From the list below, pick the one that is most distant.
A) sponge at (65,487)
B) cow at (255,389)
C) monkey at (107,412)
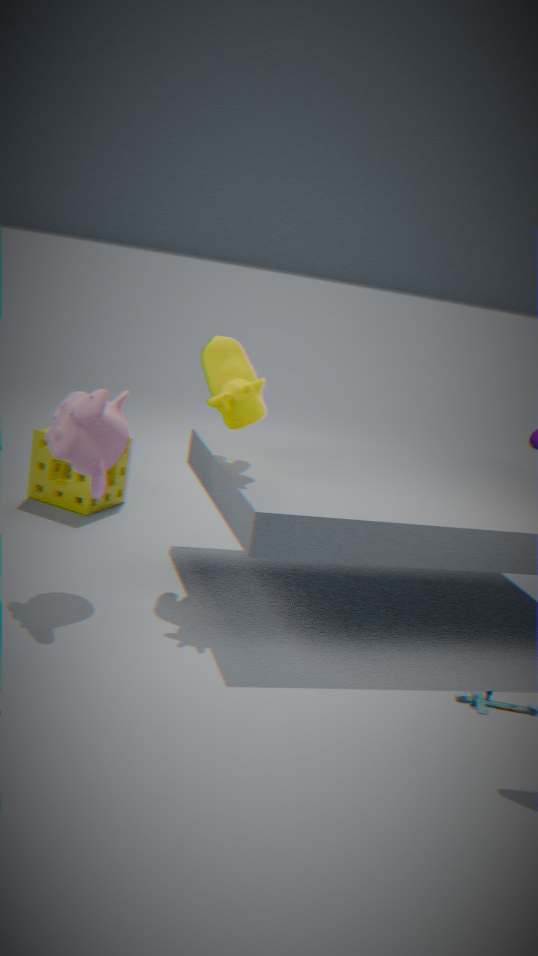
sponge at (65,487)
